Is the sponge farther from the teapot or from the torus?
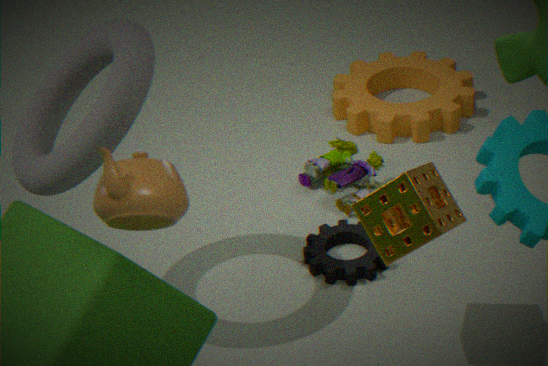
the teapot
